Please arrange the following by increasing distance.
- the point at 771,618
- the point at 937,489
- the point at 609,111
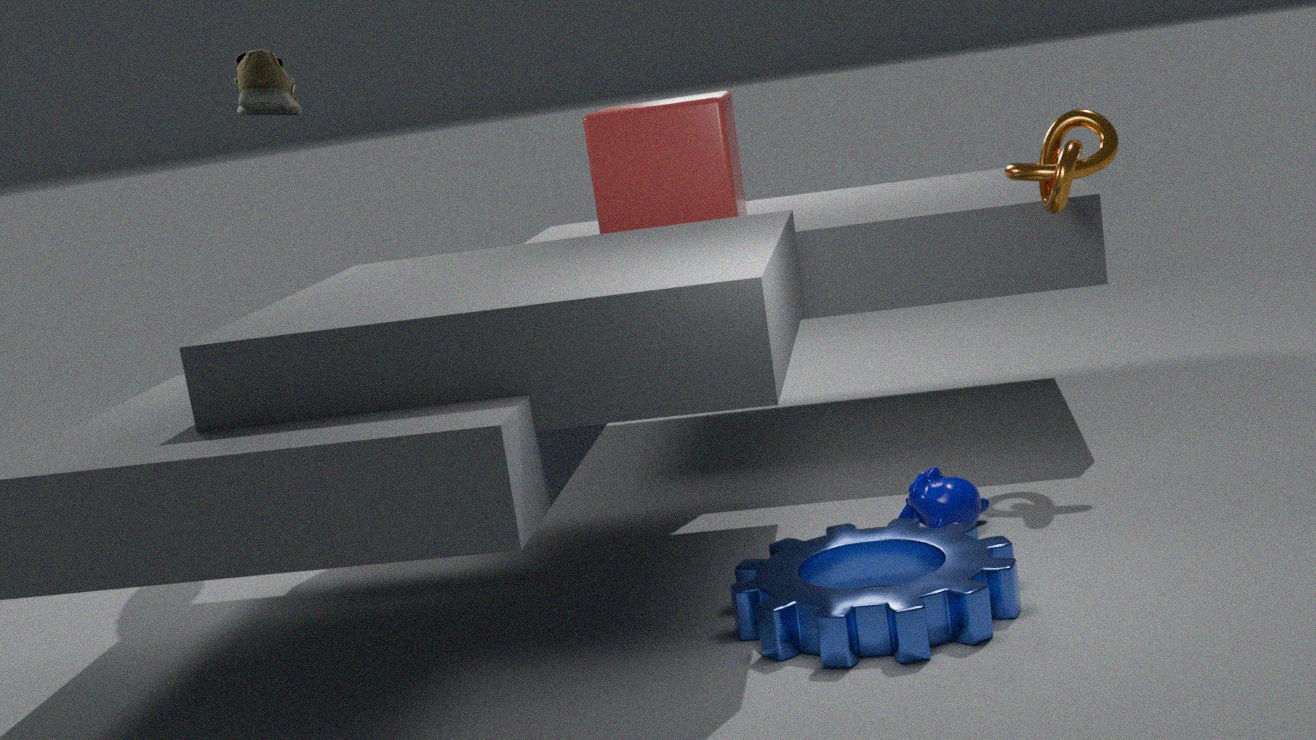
the point at 771,618 → the point at 937,489 → the point at 609,111
